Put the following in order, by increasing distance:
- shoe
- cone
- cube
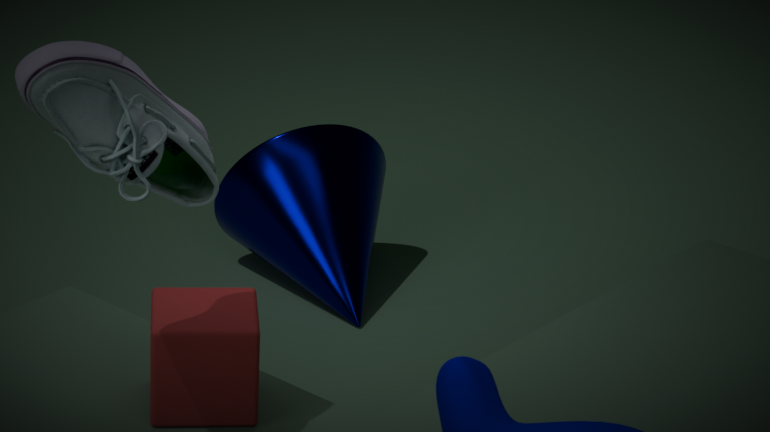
shoe
cube
cone
